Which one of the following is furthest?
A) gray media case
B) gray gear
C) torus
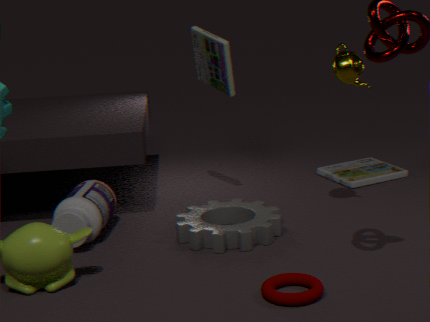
gray media case
